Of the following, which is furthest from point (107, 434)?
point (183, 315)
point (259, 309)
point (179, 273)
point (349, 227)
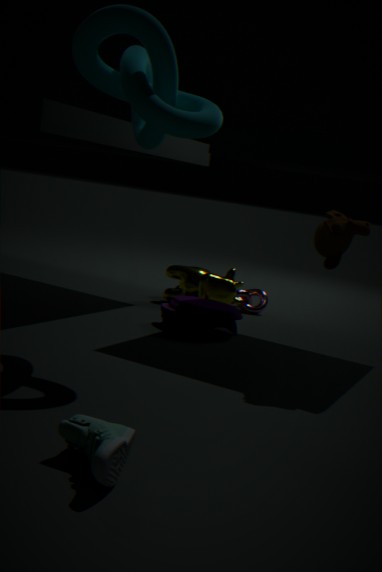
point (259, 309)
